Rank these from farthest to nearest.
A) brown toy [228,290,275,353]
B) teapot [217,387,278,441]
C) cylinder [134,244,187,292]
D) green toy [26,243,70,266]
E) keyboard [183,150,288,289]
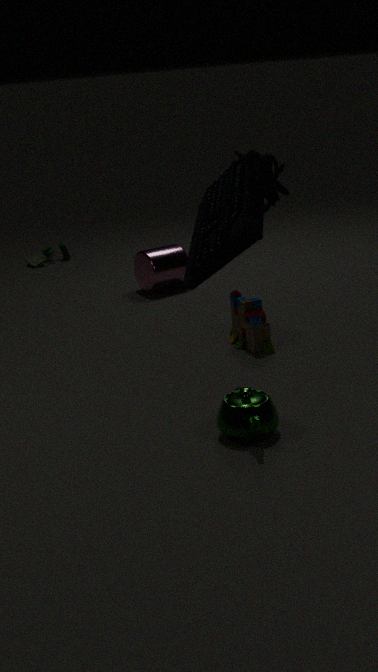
green toy [26,243,70,266]
cylinder [134,244,187,292]
brown toy [228,290,275,353]
teapot [217,387,278,441]
keyboard [183,150,288,289]
